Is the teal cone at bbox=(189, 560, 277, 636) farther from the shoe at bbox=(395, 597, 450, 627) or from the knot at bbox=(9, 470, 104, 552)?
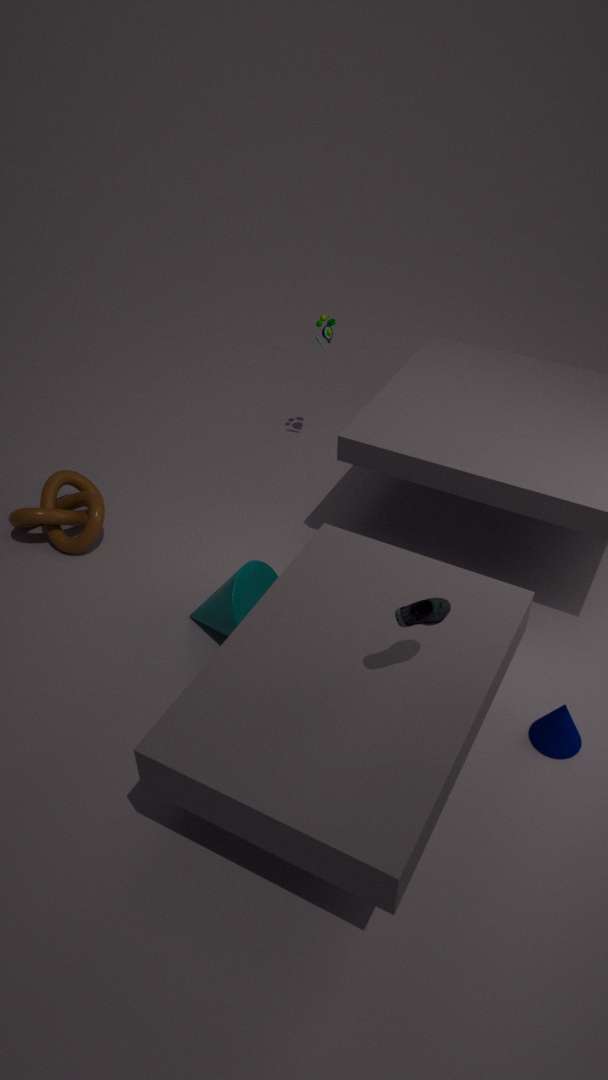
the shoe at bbox=(395, 597, 450, 627)
